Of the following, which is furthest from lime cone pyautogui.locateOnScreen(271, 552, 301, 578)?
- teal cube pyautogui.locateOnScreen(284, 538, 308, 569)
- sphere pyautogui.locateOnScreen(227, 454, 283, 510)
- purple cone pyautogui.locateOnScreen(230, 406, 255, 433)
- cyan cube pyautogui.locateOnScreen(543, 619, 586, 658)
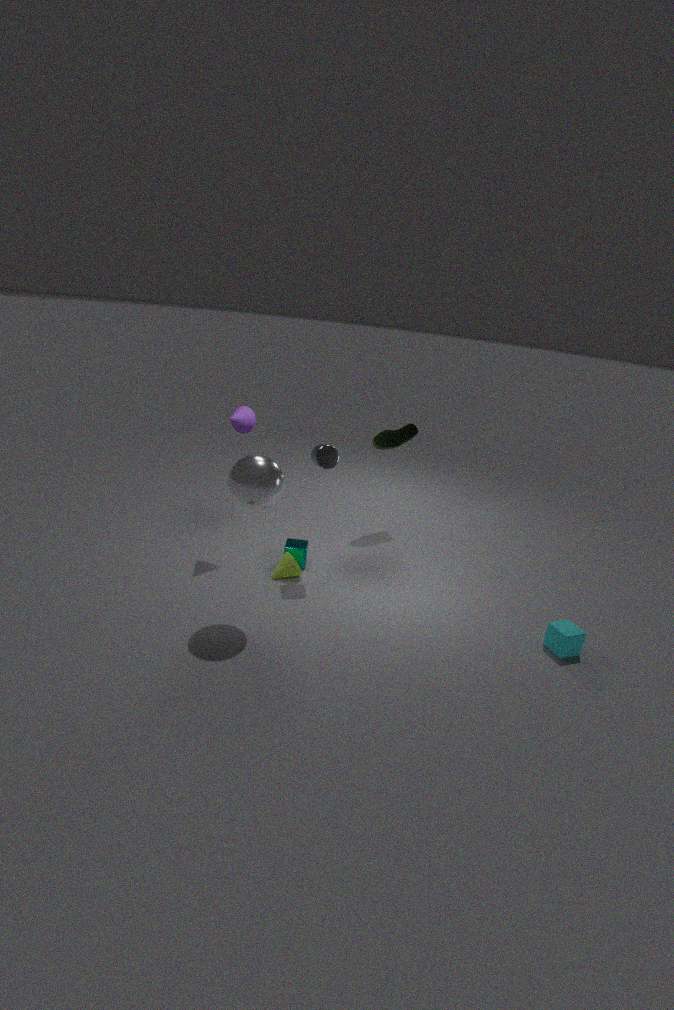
cyan cube pyautogui.locateOnScreen(543, 619, 586, 658)
